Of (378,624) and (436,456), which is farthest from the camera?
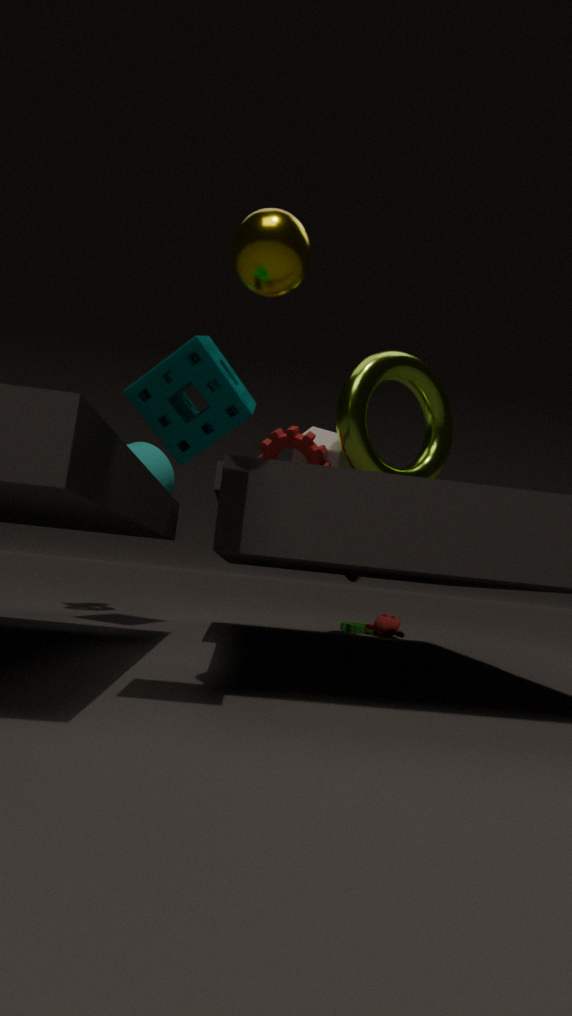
(378,624)
